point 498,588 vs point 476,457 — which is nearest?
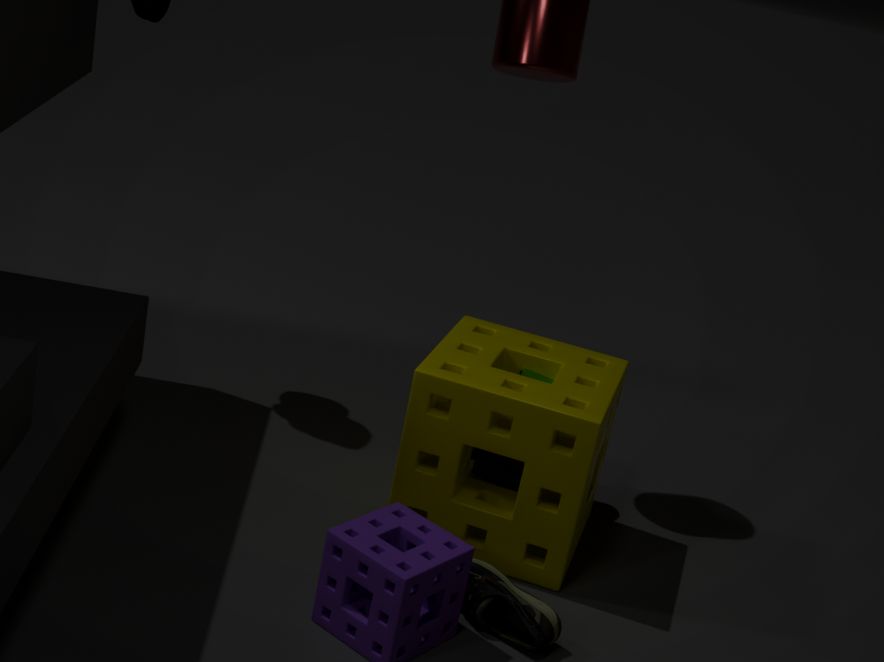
point 498,588
